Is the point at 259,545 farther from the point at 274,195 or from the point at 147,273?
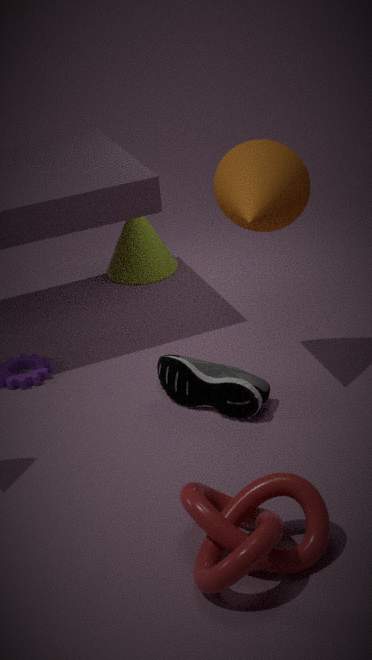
the point at 147,273
